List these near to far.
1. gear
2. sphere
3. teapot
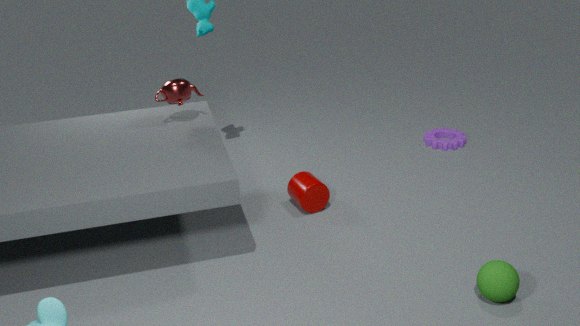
1. sphere
2. teapot
3. gear
